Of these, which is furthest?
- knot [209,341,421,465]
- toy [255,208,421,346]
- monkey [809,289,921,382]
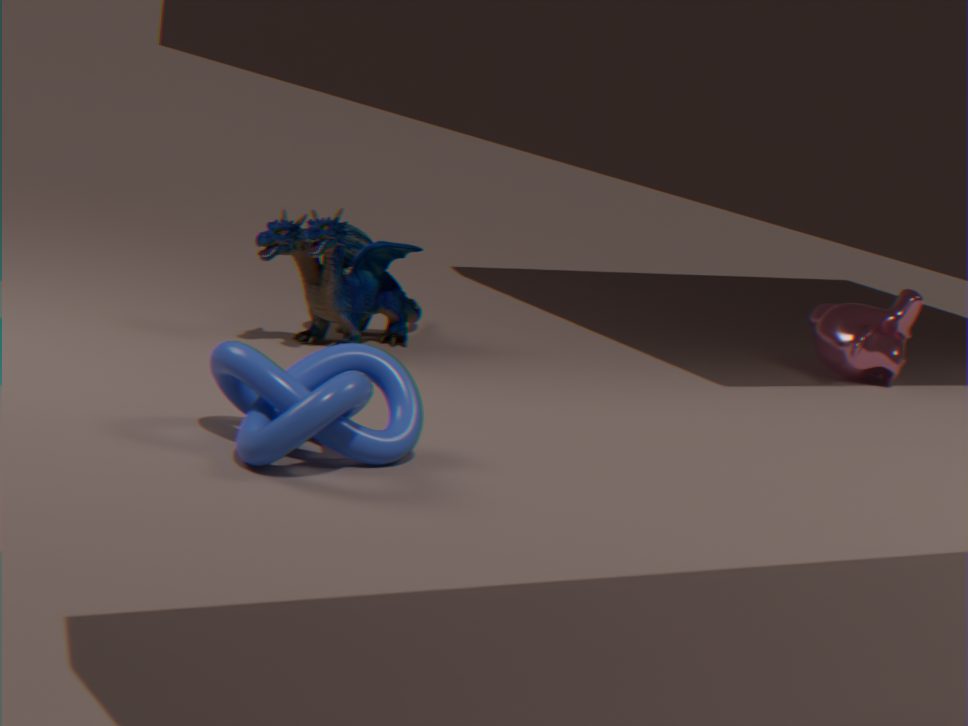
monkey [809,289,921,382]
